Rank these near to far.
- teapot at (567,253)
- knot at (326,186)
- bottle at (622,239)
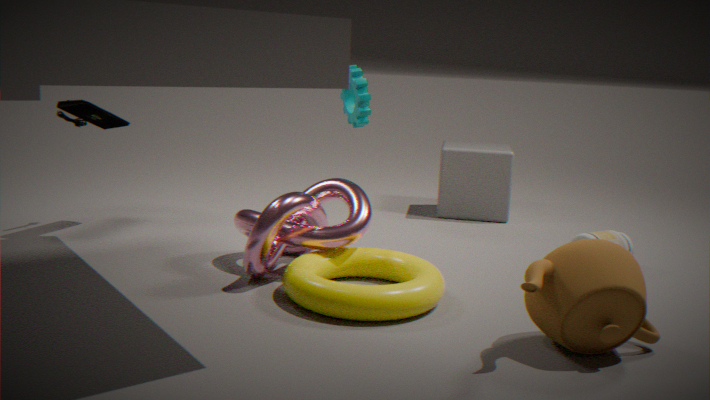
teapot at (567,253) < knot at (326,186) < bottle at (622,239)
